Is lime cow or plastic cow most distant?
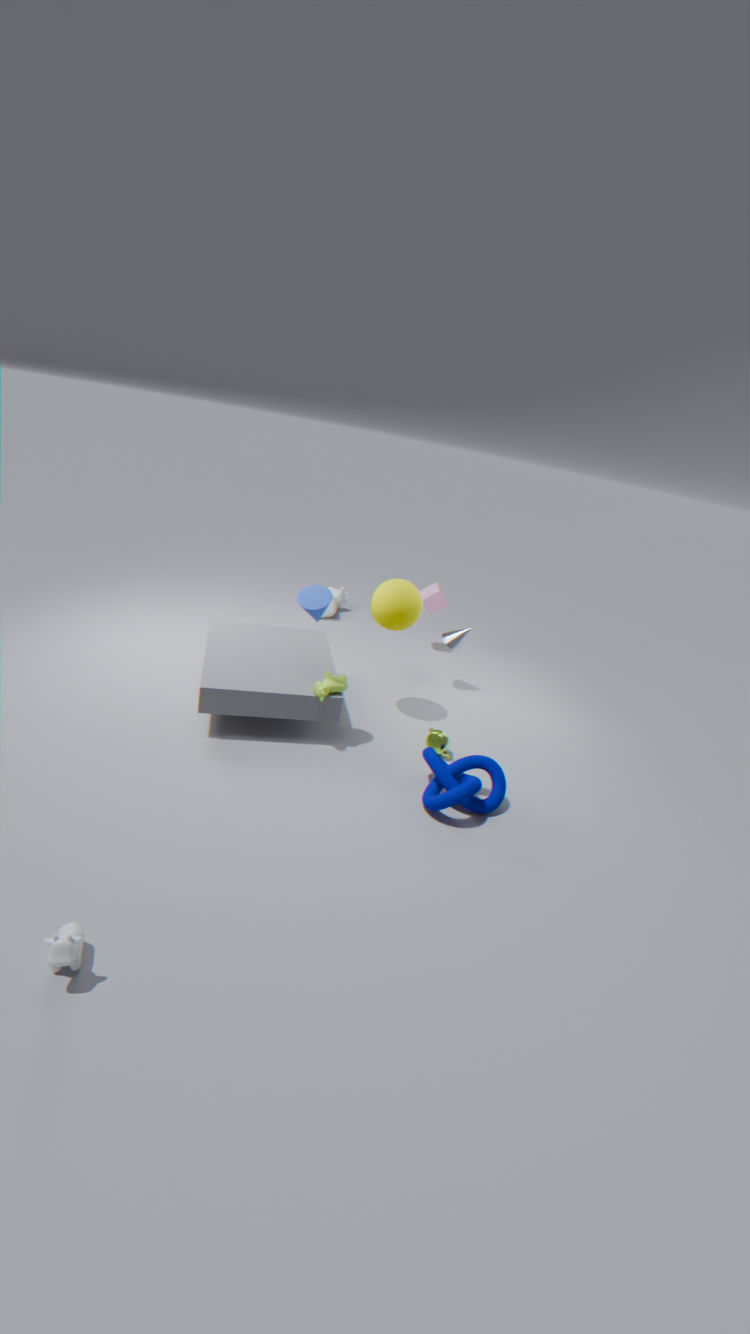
lime cow
